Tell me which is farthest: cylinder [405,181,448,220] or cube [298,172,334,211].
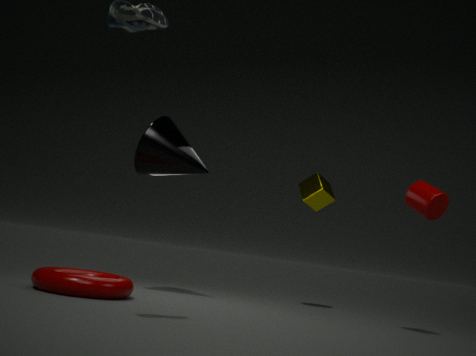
cube [298,172,334,211]
